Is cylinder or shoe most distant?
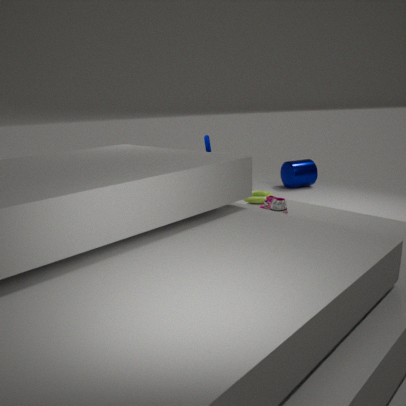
cylinder
